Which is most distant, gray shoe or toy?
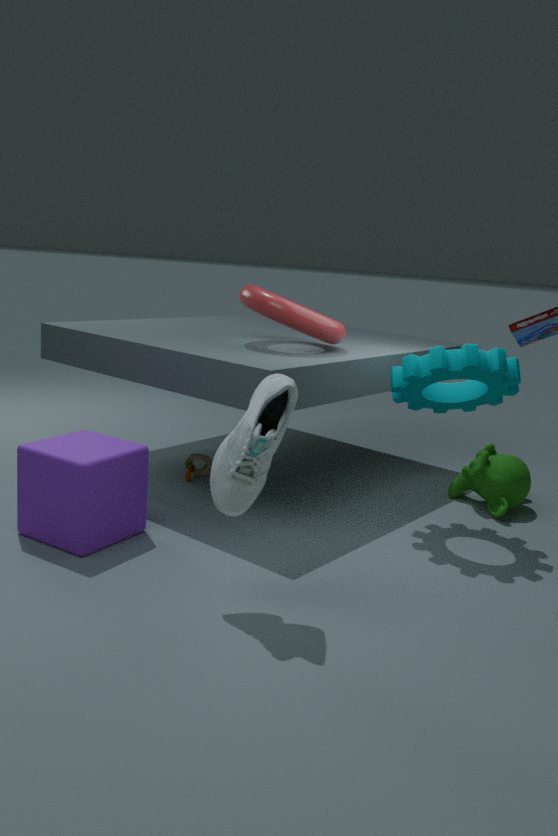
toy
